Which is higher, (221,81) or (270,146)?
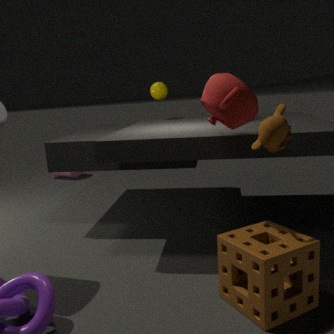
(221,81)
